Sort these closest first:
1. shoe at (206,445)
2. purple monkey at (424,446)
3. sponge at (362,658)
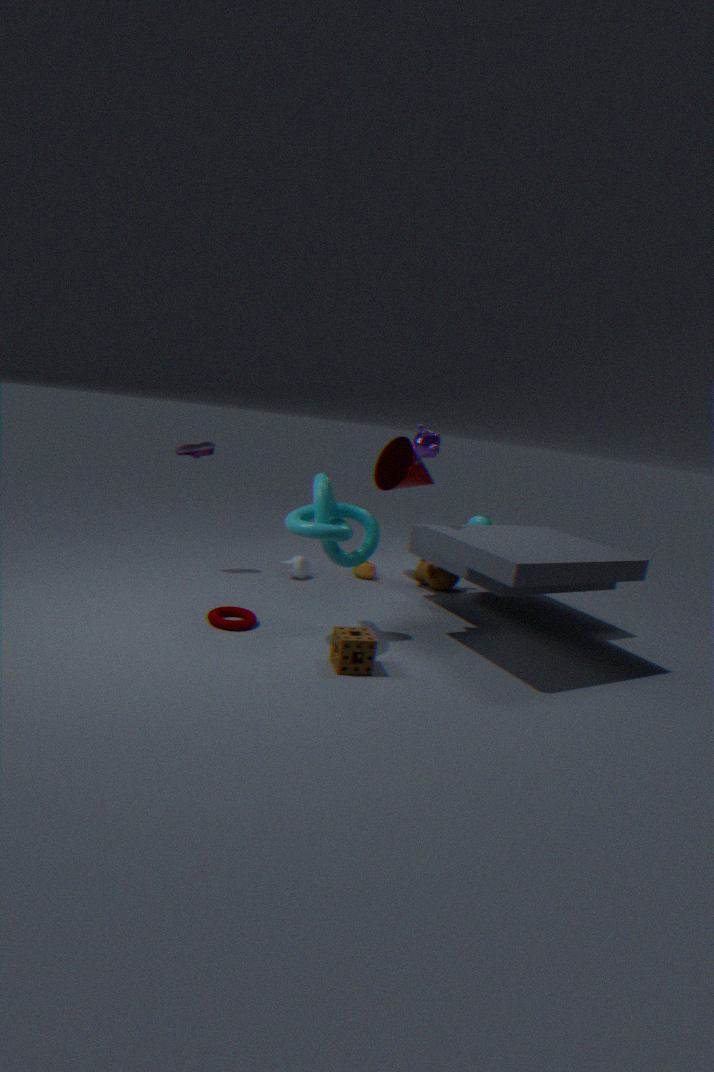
1. sponge at (362,658)
2. purple monkey at (424,446)
3. shoe at (206,445)
